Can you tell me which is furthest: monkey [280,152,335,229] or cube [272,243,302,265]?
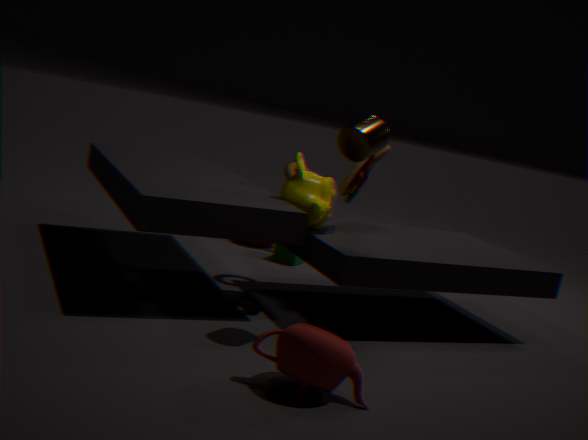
cube [272,243,302,265]
